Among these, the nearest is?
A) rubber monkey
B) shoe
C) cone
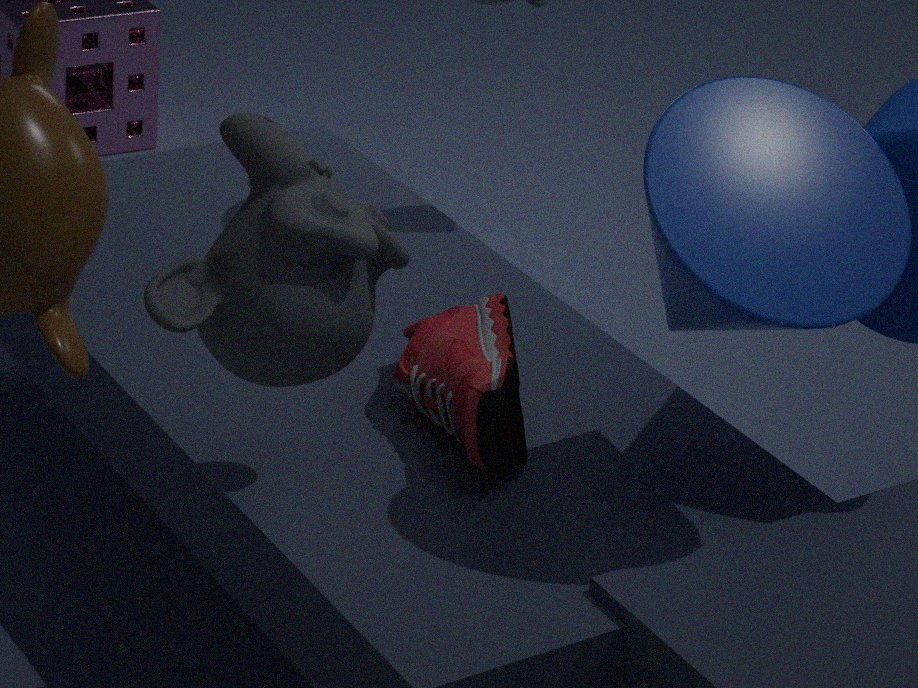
rubber monkey
